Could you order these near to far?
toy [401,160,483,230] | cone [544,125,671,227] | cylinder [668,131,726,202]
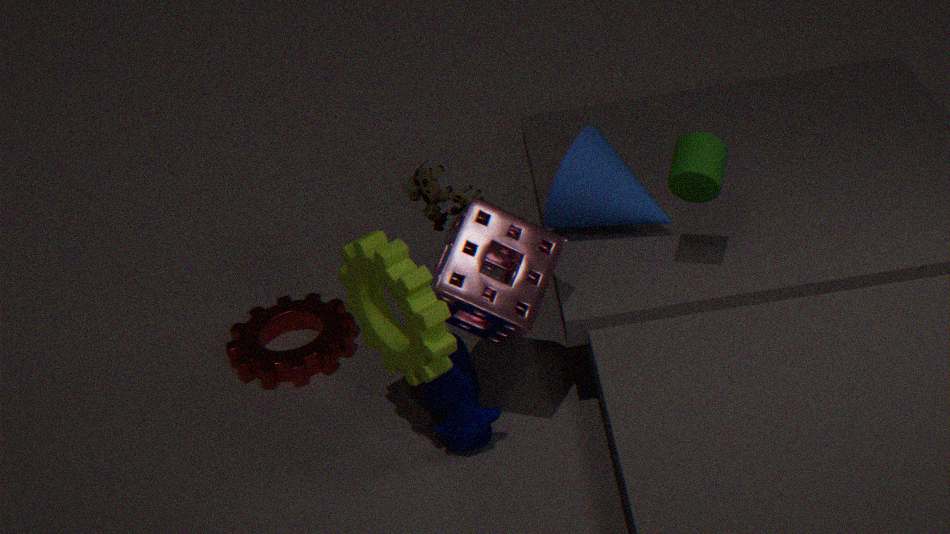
cylinder [668,131,726,202] → cone [544,125,671,227] → toy [401,160,483,230]
